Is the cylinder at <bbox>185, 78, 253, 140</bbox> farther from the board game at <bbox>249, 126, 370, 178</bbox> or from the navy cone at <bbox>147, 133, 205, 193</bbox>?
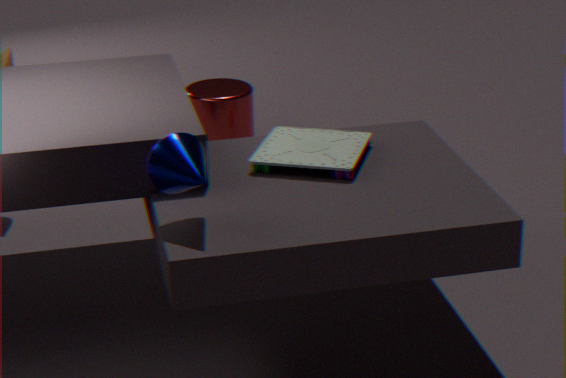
the navy cone at <bbox>147, 133, 205, 193</bbox>
